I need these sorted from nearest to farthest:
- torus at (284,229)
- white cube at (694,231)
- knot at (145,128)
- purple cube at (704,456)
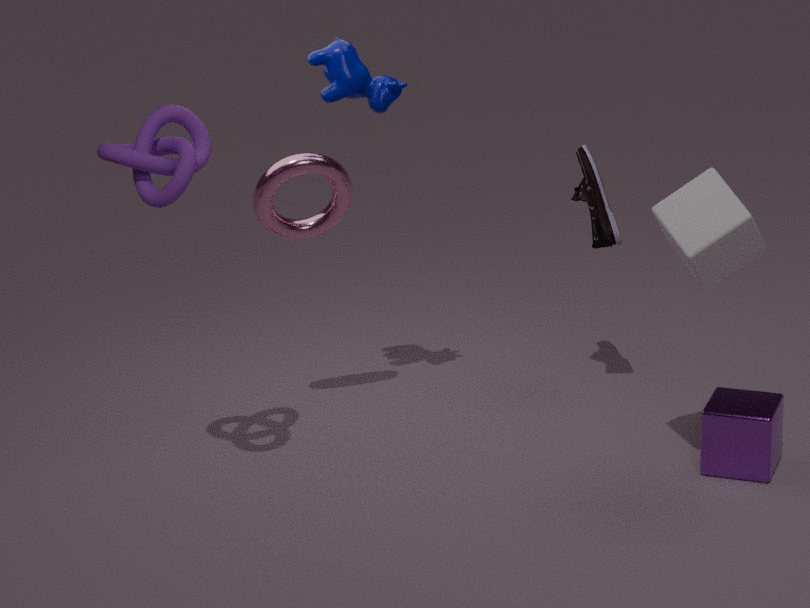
knot at (145,128) < white cube at (694,231) < purple cube at (704,456) < torus at (284,229)
